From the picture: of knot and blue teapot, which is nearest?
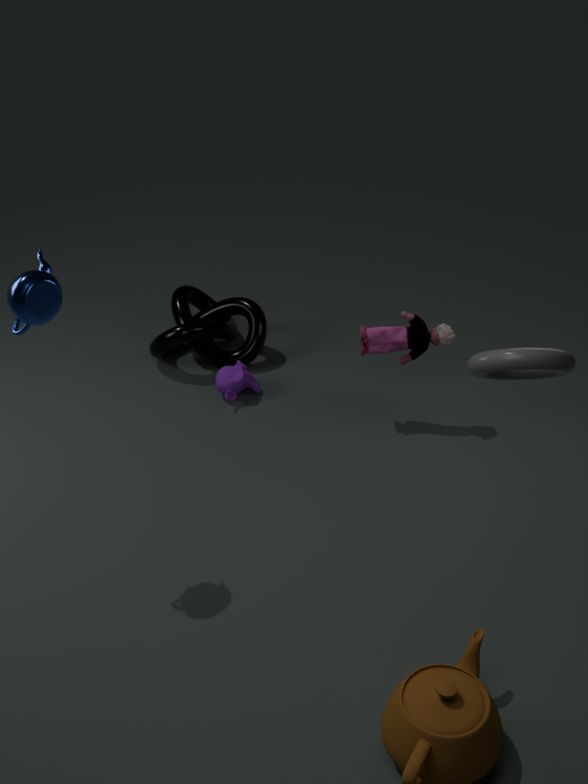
blue teapot
